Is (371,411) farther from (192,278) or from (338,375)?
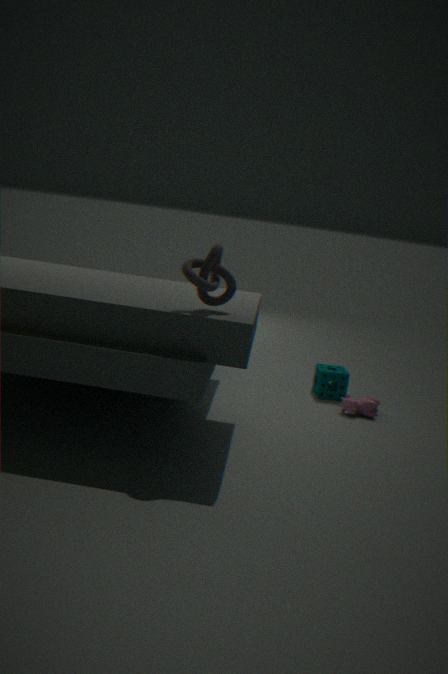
(192,278)
